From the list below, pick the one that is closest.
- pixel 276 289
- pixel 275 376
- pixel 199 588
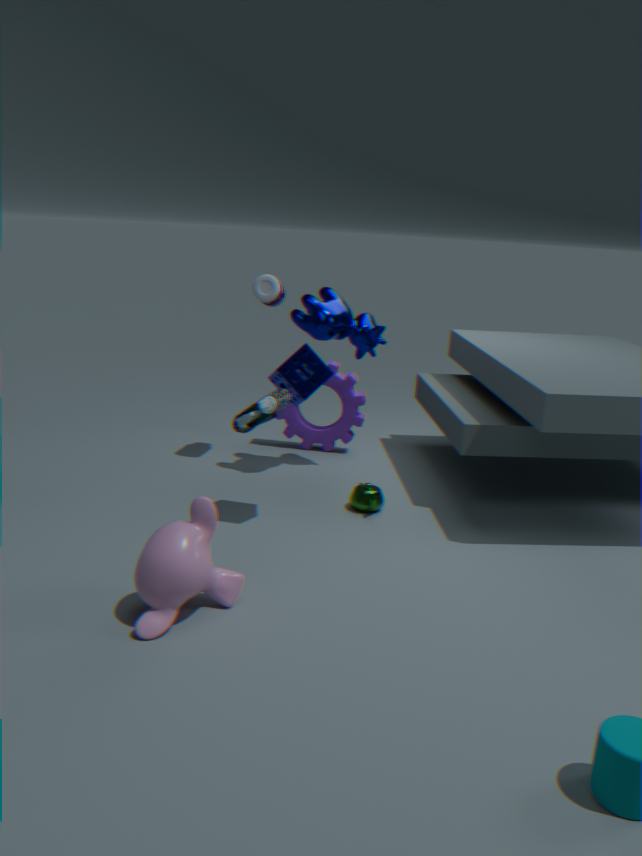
pixel 199 588
